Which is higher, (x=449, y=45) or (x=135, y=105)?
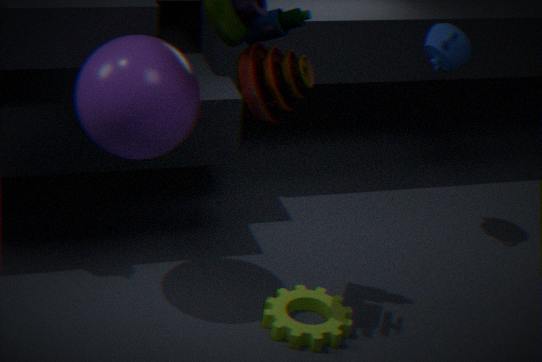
(x=449, y=45)
